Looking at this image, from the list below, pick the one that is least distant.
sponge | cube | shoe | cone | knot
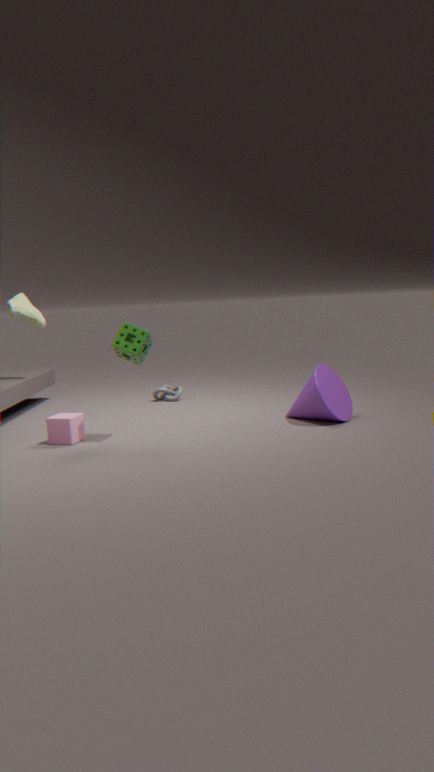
sponge
